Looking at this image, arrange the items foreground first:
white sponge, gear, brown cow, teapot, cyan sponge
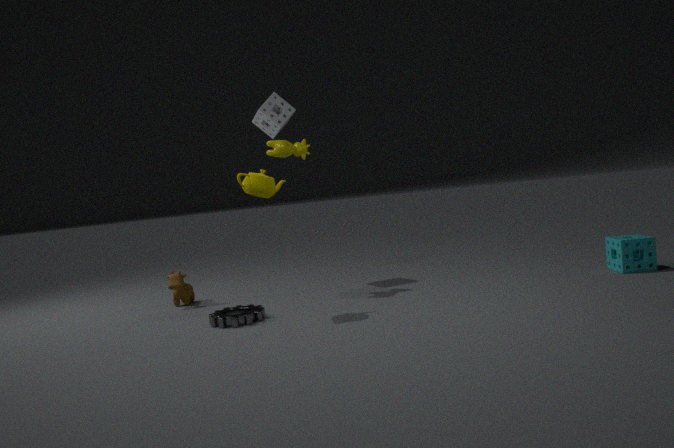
gear → teapot → cyan sponge → brown cow → white sponge
